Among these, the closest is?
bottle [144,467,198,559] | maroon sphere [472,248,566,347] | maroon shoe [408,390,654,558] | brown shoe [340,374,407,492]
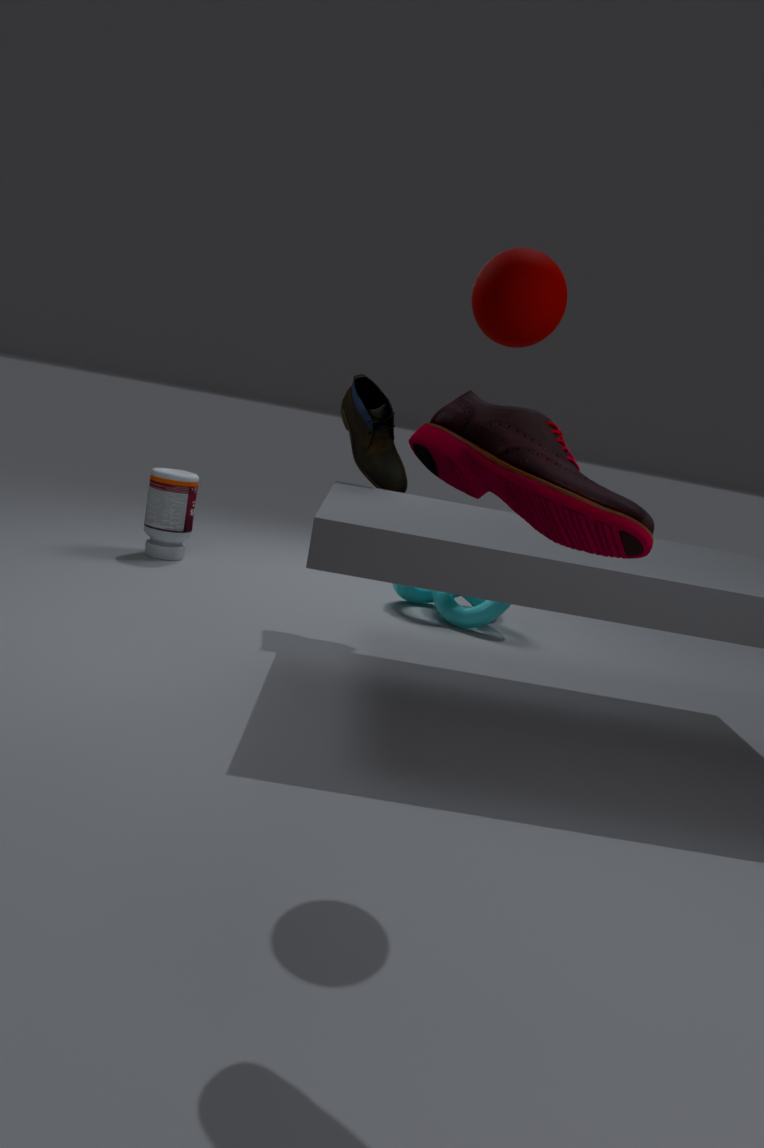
maroon shoe [408,390,654,558]
